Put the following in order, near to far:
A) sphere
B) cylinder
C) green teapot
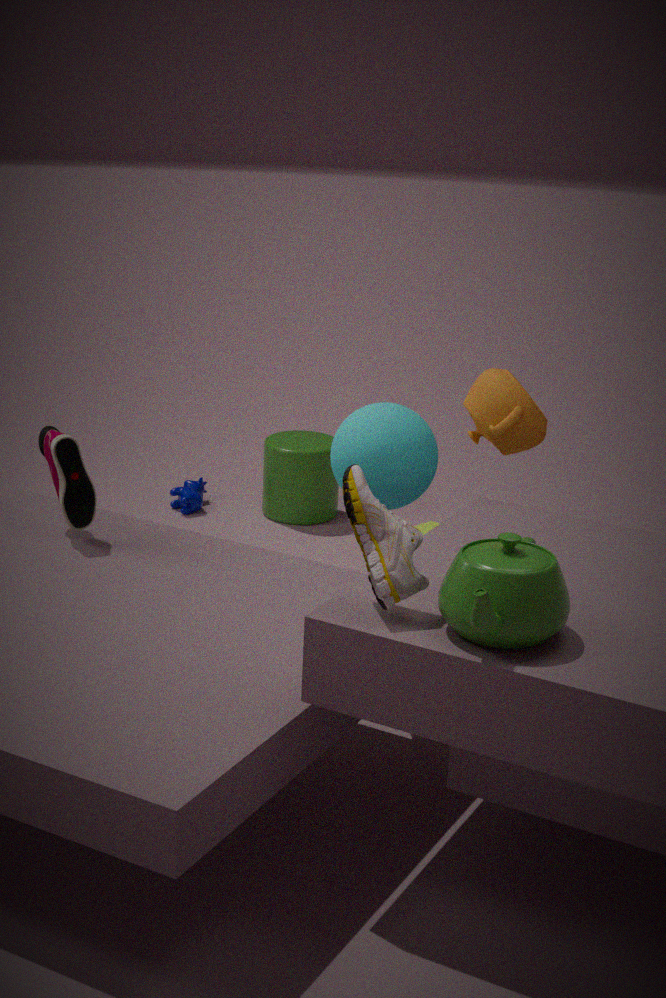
green teapot → sphere → cylinder
